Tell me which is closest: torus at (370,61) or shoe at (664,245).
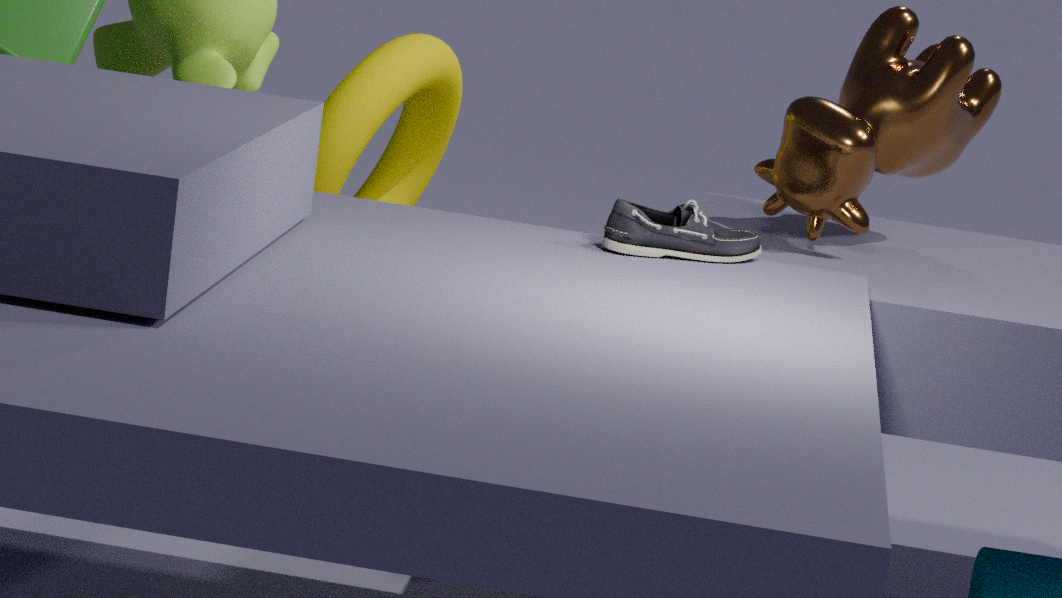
shoe at (664,245)
